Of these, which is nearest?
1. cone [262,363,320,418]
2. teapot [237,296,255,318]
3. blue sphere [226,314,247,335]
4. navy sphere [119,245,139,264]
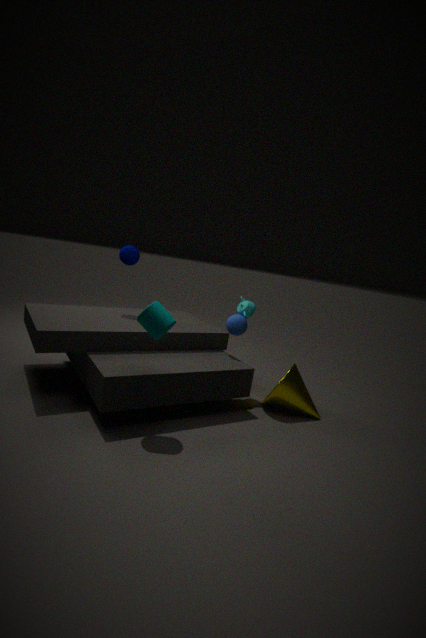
cone [262,363,320,418]
